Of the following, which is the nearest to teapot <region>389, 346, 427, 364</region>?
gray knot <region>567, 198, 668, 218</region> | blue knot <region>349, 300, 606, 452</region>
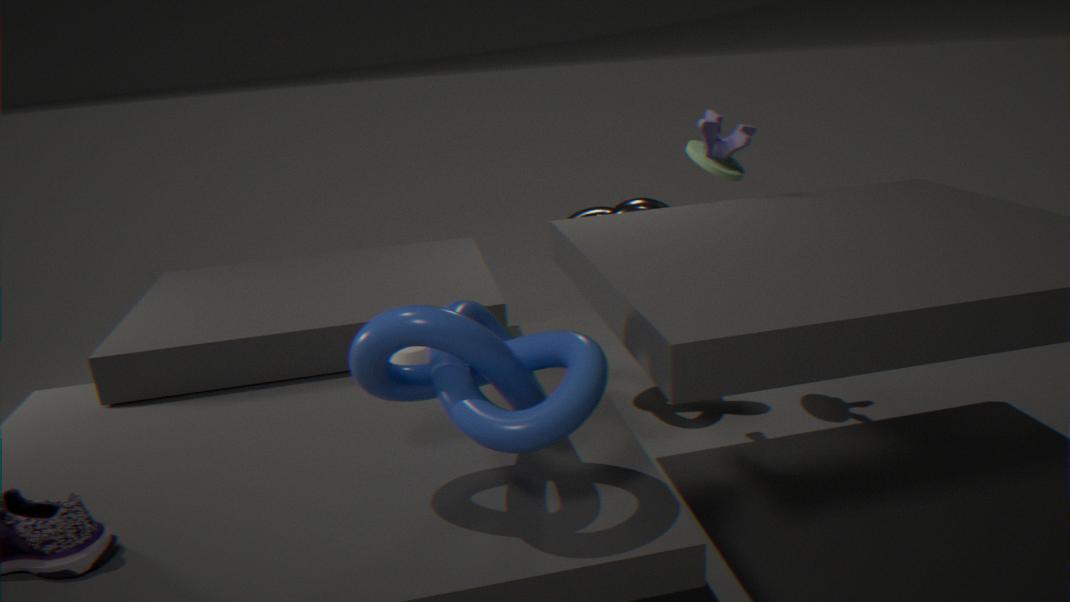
blue knot <region>349, 300, 606, 452</region>
